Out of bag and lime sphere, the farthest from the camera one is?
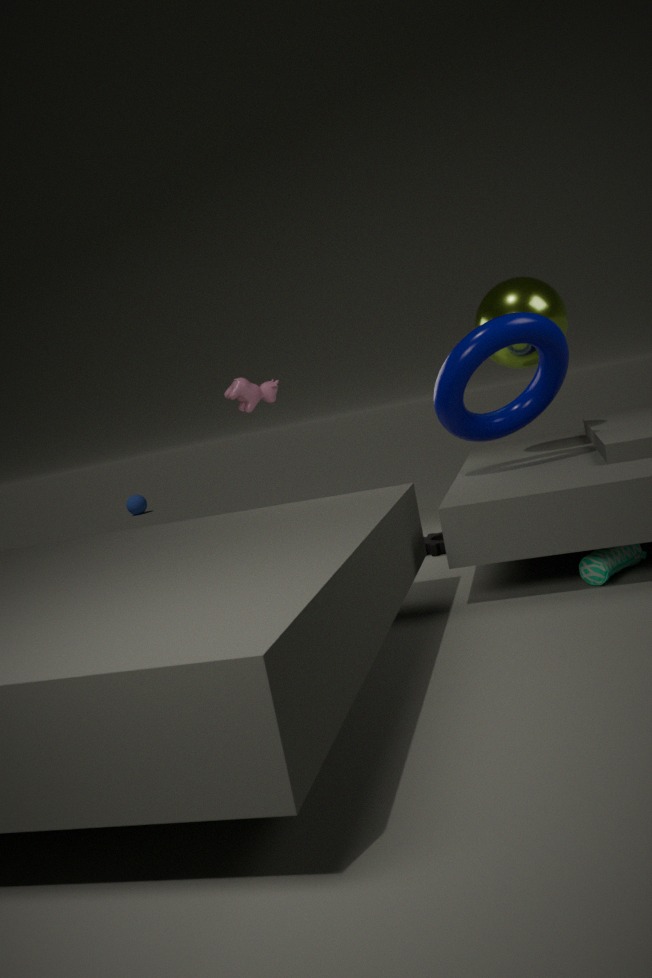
lime sphere
